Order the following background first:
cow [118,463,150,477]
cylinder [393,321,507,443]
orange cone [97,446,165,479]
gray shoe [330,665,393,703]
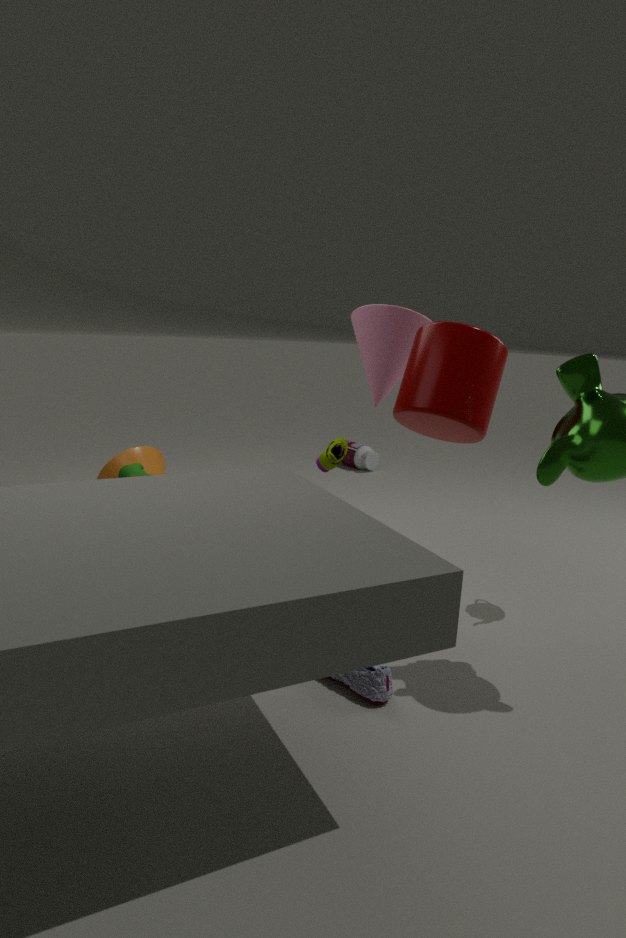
orange cone [97,446,165,479] → cow [118,463,150,477] → cylinder [393,321,507,443] → gray shoe [330,665,393,703]
